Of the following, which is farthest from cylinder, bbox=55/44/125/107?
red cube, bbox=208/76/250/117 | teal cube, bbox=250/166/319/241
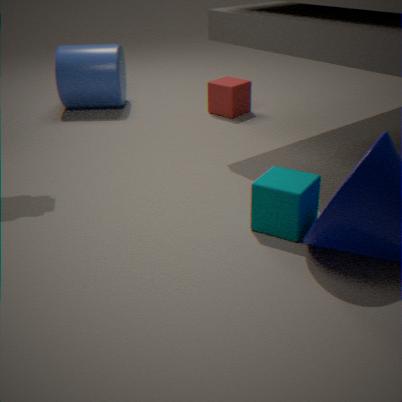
teal cube, bbox=250/166/319/241
